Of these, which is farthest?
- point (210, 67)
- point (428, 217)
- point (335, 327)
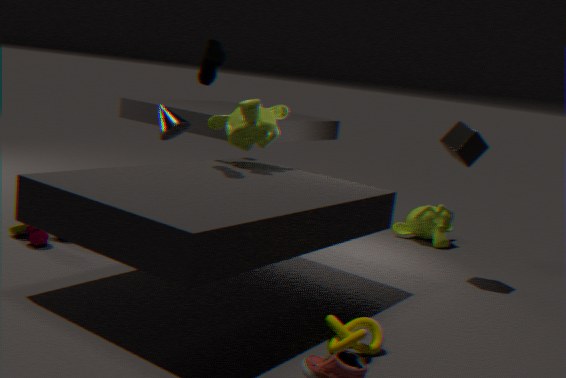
point (428, 217)
